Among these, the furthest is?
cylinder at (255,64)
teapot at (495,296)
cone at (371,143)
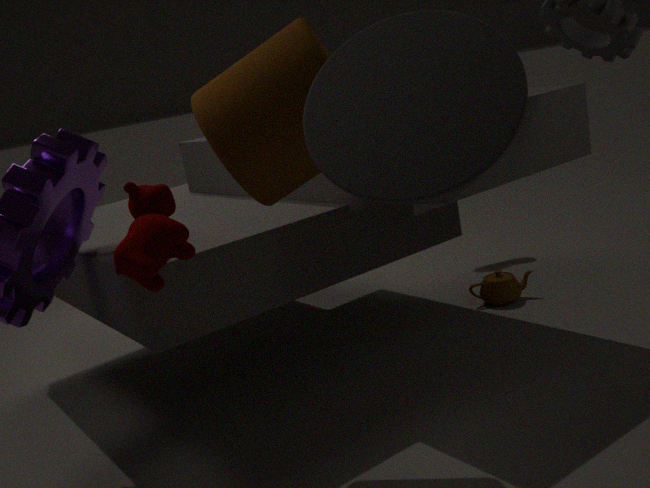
teapot at (495,296)
